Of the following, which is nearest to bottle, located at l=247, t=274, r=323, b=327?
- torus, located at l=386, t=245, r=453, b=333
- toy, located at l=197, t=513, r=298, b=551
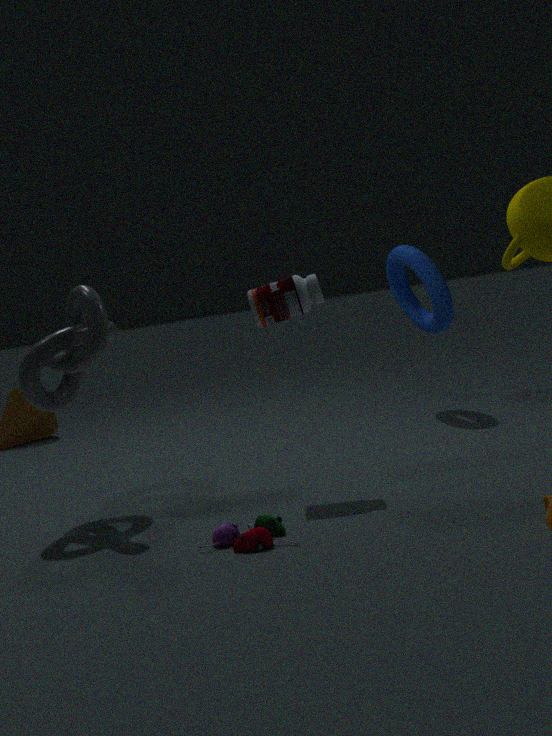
toy, located at l=197, t=513, r=298, b=551
